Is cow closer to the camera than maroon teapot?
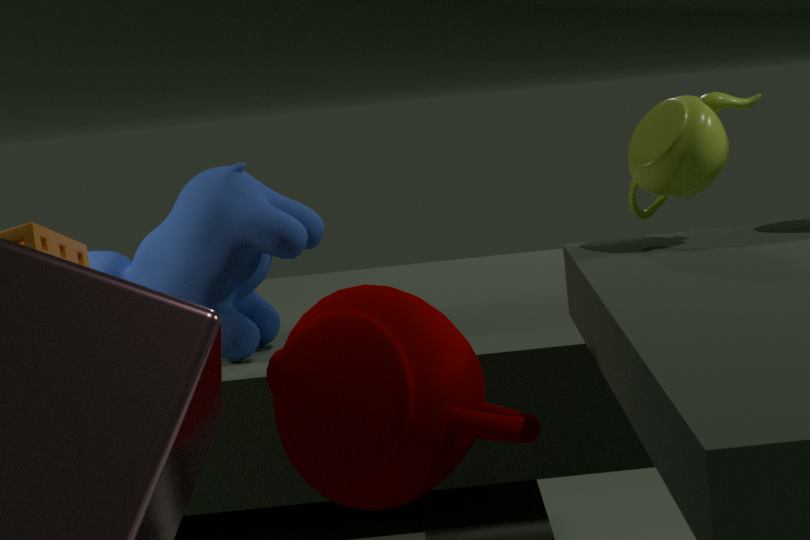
No
